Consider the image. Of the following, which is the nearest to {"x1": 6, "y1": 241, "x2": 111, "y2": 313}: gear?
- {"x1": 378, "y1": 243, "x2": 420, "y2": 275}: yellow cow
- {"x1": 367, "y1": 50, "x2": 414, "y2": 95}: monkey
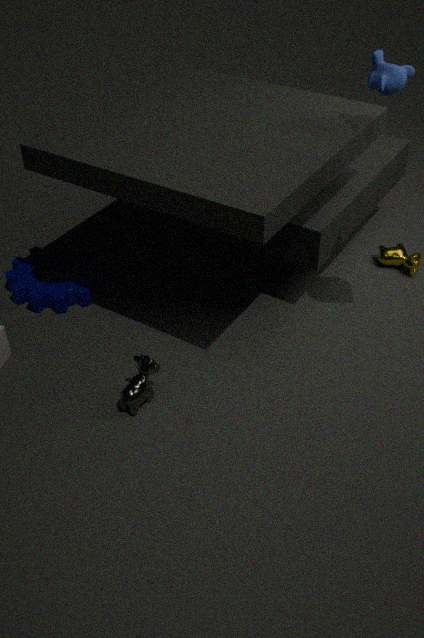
{"x1": 378, "y1": 243, "x2": 420, "y2": 275}: yellow cow
